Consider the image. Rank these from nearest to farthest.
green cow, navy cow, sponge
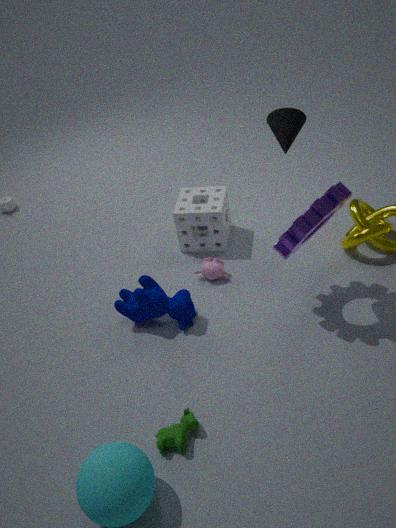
green cow, navy cow, sponge
